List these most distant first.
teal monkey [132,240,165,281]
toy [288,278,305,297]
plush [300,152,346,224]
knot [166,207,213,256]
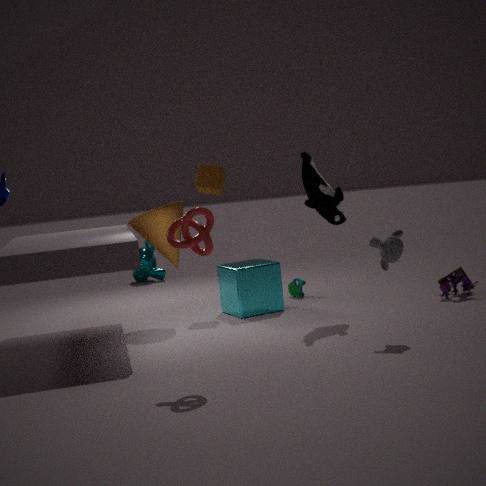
1. teal monkey [132,240,165,281]
2. toy [288,278,305,297]
3. plush [300,152,346,224]
4. knot [166,207,213,256]
